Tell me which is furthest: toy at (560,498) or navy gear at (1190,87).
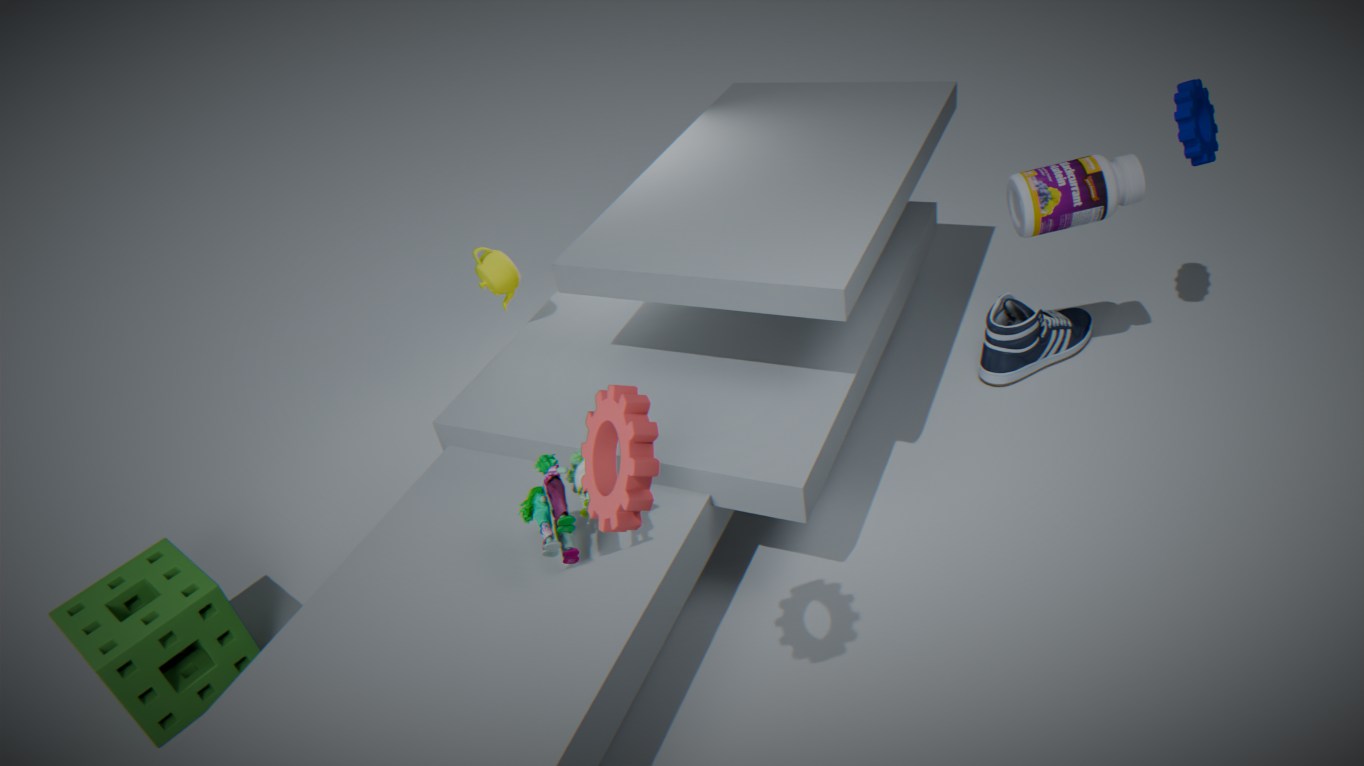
navy gear at (1190,87)
